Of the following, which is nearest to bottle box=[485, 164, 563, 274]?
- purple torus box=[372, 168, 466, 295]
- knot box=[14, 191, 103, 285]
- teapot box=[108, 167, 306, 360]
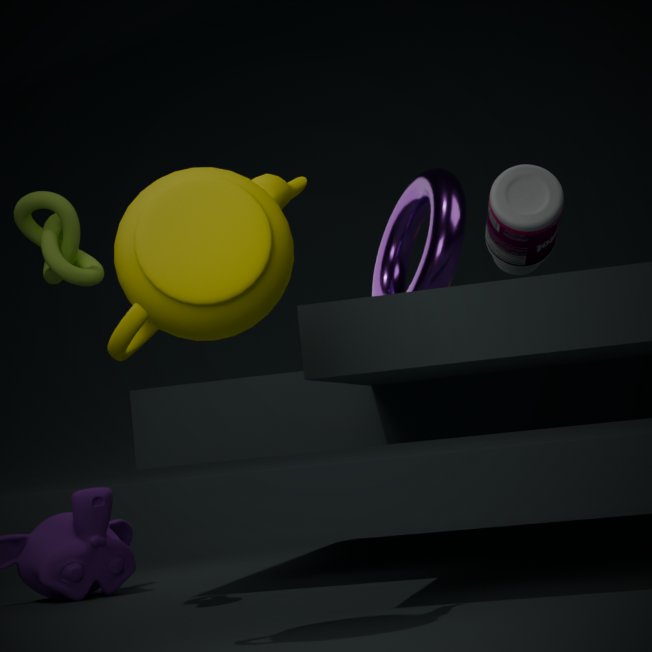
teapot box=[108, 167, 306, 360]
